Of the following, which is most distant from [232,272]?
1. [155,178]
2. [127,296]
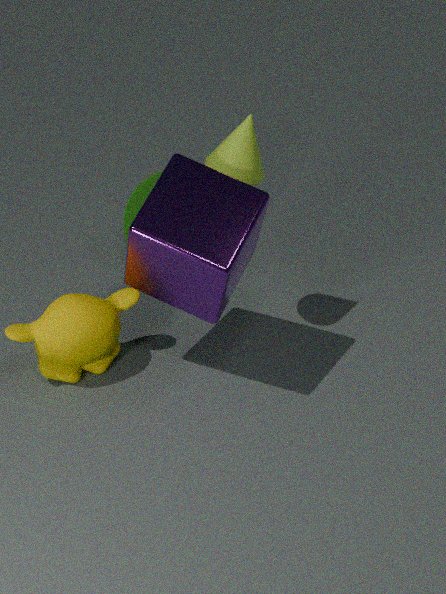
[155,178]
